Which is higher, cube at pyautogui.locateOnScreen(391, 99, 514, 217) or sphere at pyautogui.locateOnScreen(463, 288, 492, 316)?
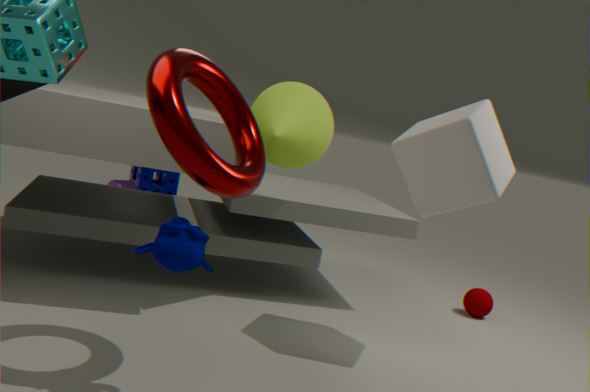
cube at pyautogui.locateOnScreen(391, 99, 514, 217)
